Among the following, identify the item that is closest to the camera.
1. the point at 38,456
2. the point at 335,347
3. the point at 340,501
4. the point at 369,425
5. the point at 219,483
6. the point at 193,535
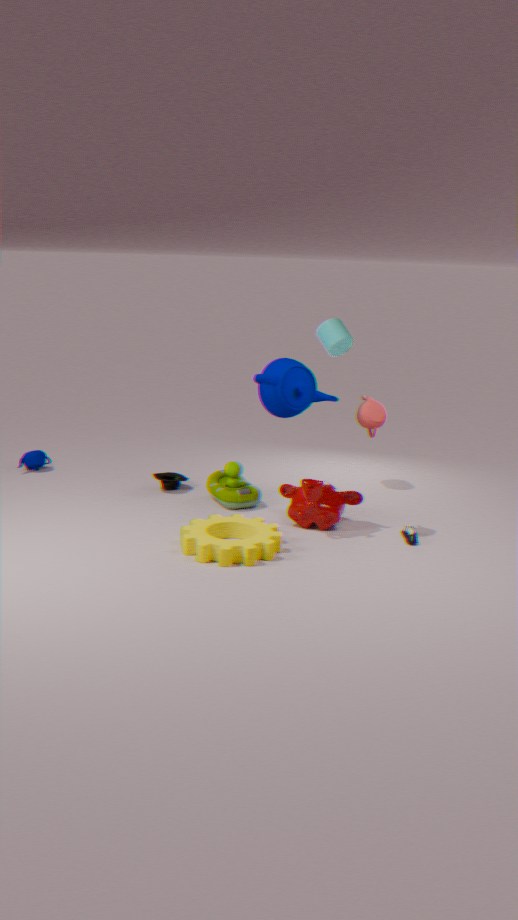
the point at 193,535
